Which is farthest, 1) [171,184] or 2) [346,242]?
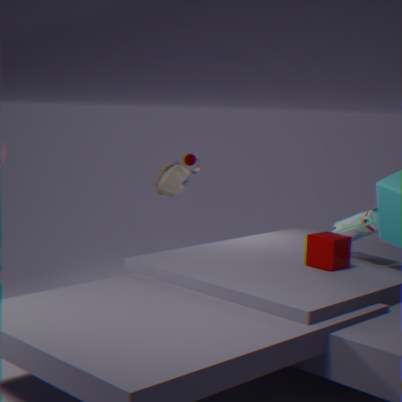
1. [171,184]
